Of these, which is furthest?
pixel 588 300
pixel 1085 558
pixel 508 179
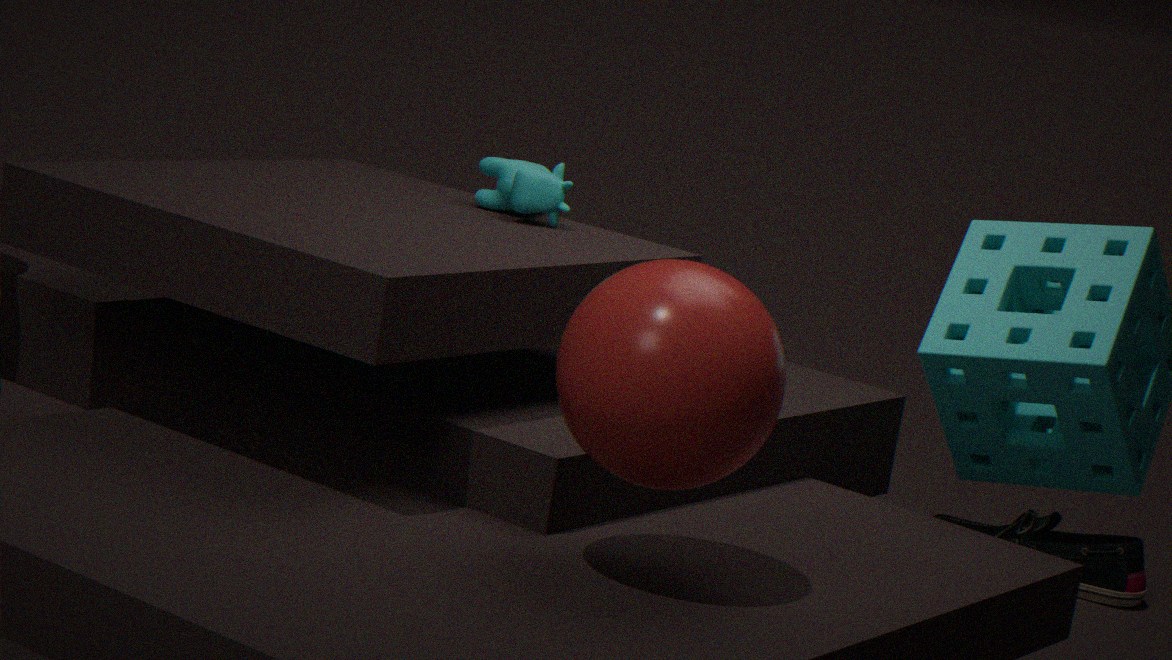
pixel 1085 558
